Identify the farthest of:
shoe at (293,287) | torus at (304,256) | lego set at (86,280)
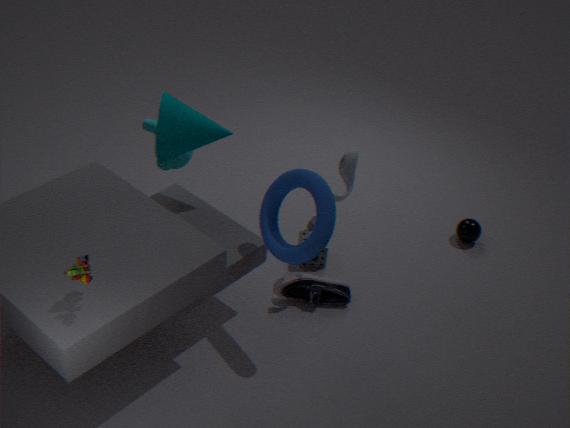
shoe at (293,287)
